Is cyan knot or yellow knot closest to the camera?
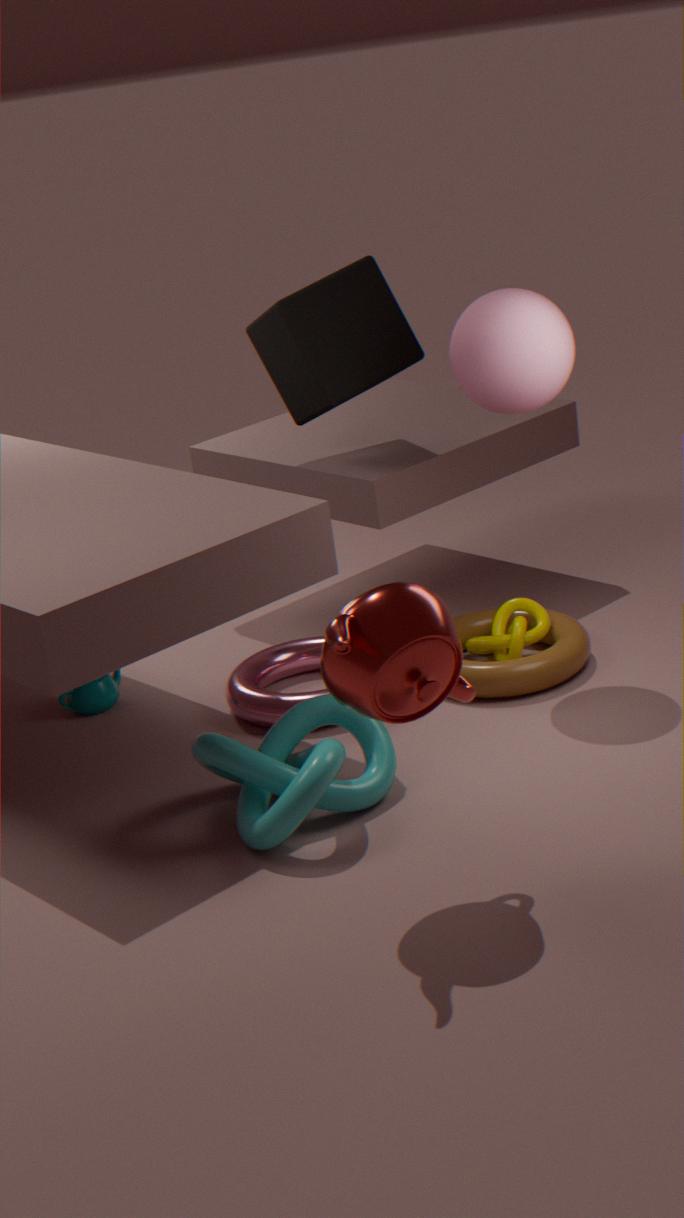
cyan knot
